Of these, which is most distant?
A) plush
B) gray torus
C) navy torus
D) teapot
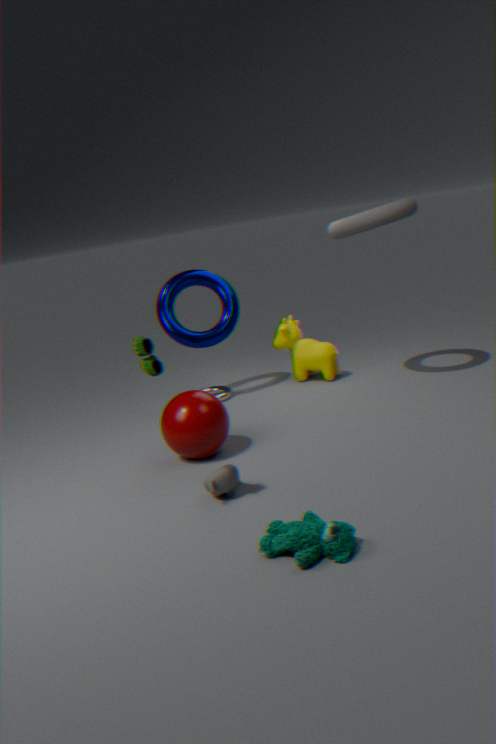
C. navy torus
